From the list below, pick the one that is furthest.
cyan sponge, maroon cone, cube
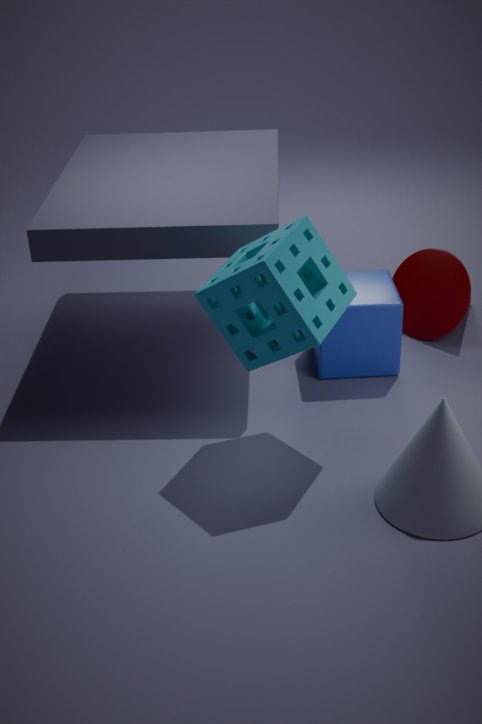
maroon cone
